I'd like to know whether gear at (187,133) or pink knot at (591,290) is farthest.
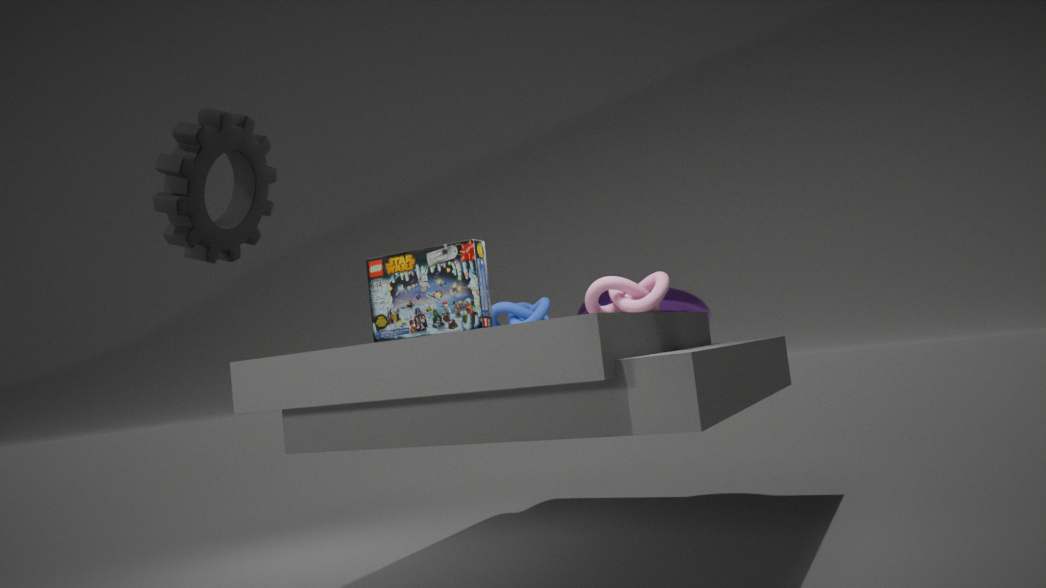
pink knot at (591,290)
